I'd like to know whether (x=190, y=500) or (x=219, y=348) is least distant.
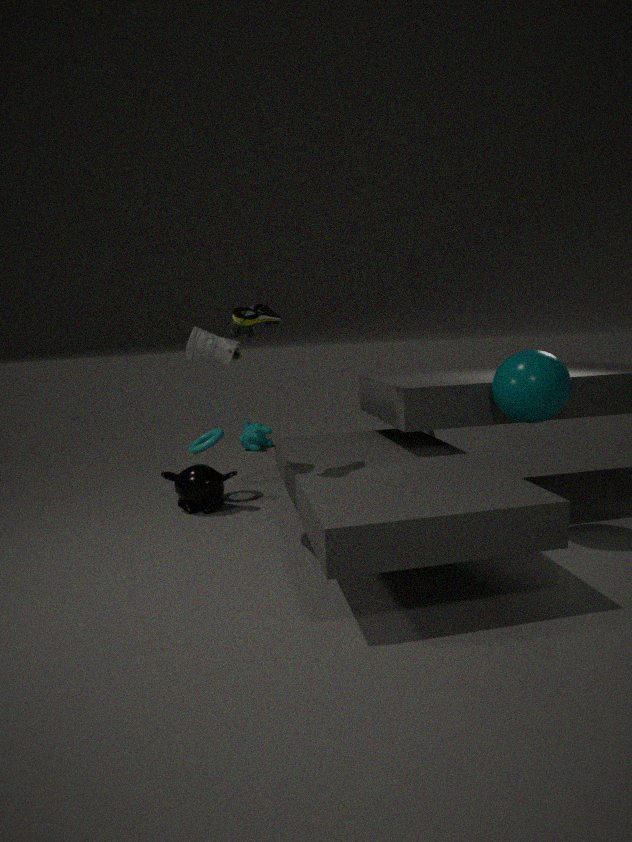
(x=219, y=348)
